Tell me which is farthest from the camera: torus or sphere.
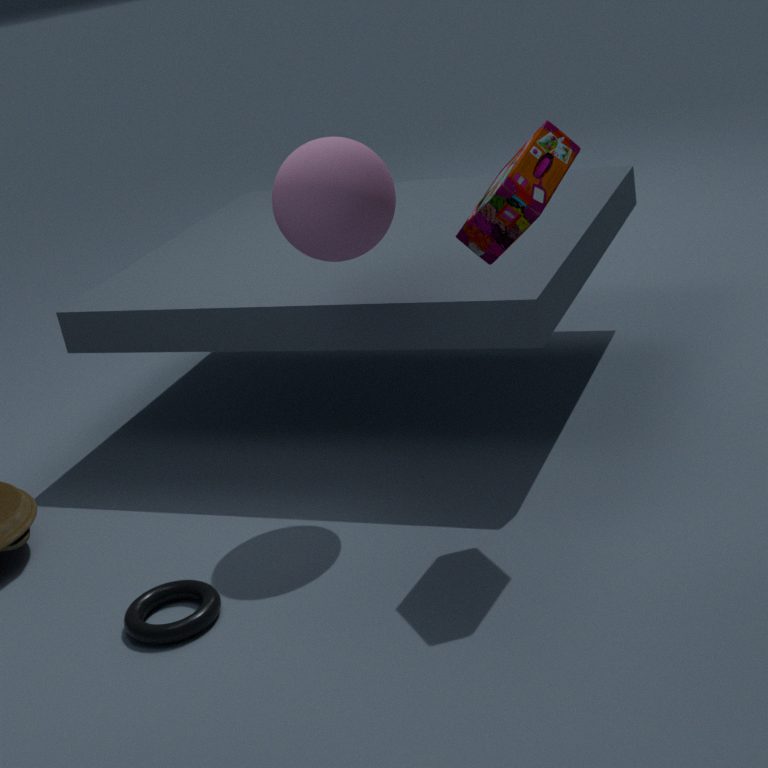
sphere
